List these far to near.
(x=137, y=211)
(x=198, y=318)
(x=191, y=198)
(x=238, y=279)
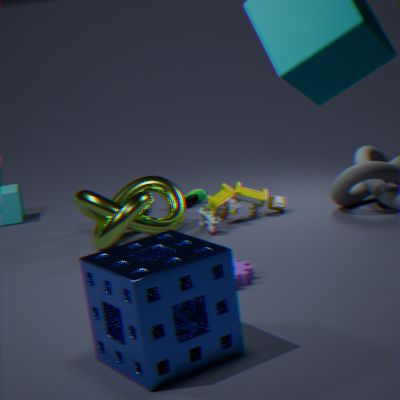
(x=191, y=198)
(x=137, y=211)
(x=238, y=279)
(x=198, y=318)
